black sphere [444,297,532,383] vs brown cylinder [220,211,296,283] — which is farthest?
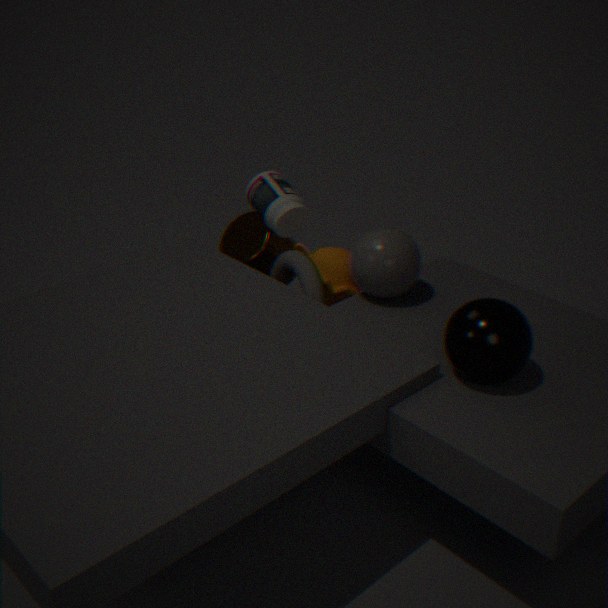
brown cylinder [220,211,296,283]
